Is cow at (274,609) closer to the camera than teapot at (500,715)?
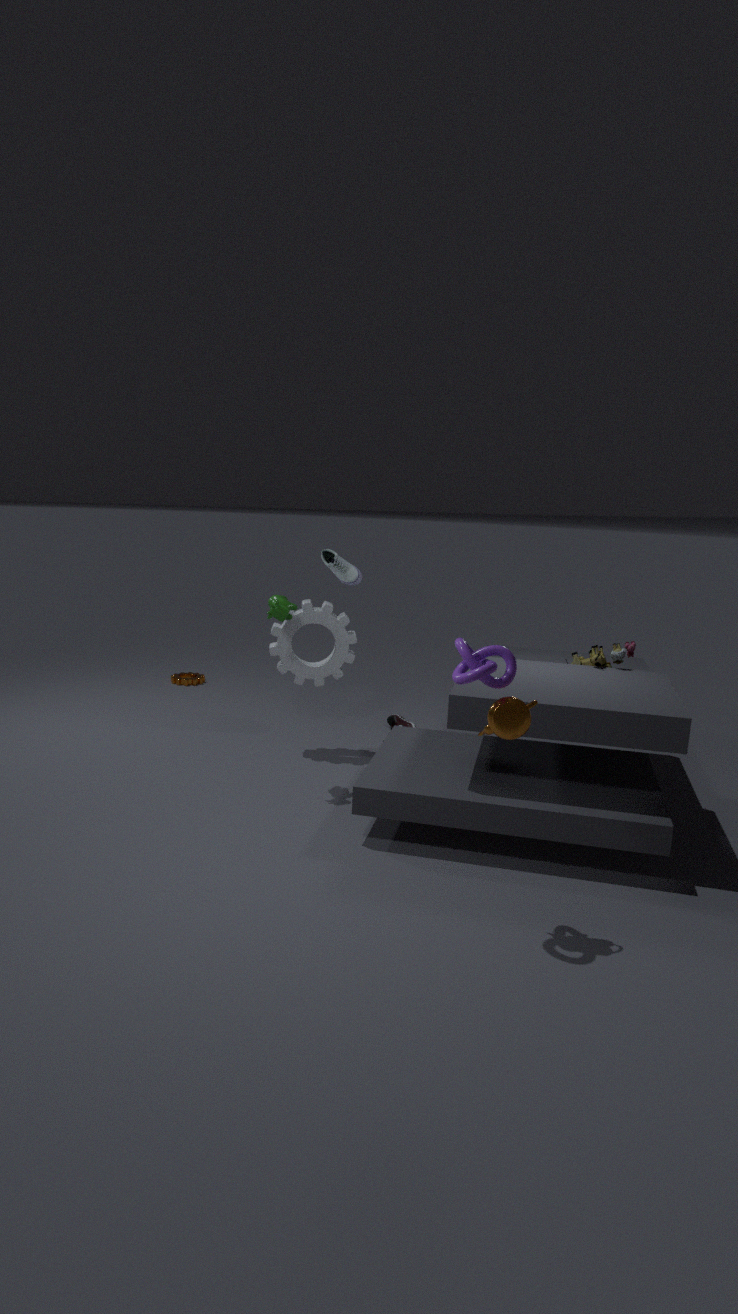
No
